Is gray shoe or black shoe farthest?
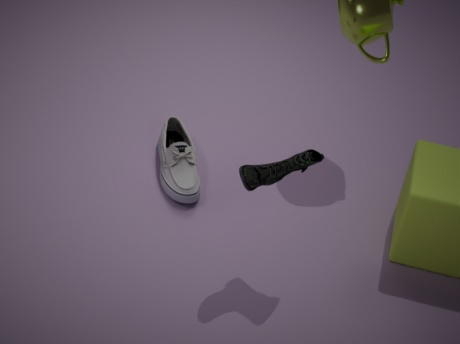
gray shoe
